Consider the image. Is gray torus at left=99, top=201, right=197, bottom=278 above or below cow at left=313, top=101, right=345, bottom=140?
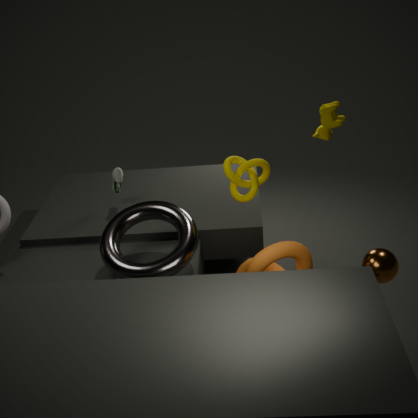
below
